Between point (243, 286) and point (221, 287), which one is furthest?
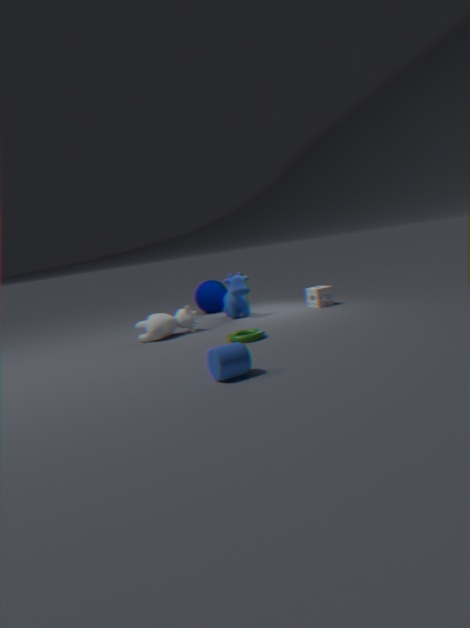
point (221, 287)
